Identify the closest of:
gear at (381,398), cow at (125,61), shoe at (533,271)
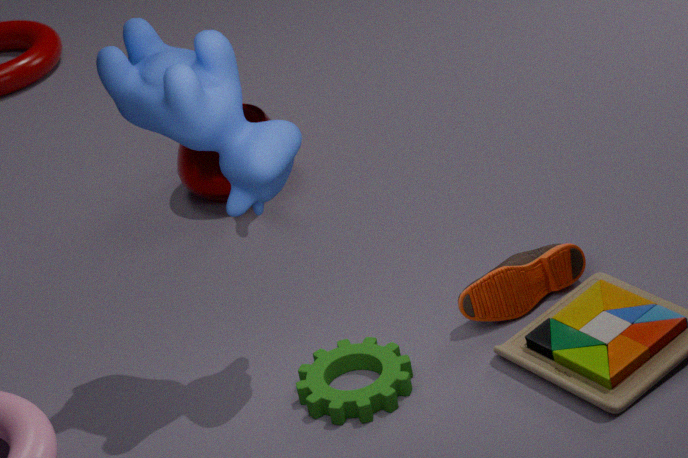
cow at (125,61)
